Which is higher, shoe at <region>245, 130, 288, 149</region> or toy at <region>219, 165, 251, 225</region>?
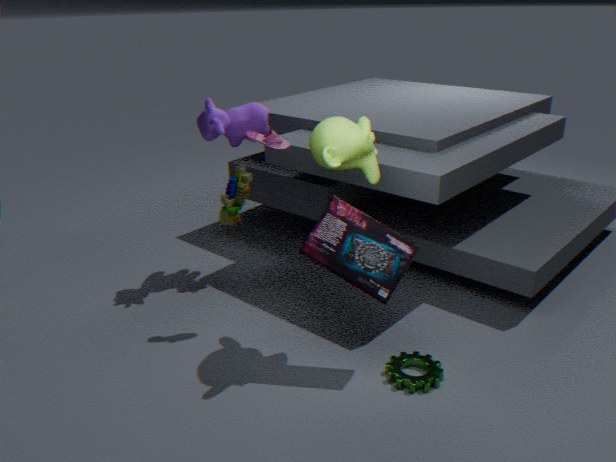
shoe at <region>245, 130, 288, 149</region>
